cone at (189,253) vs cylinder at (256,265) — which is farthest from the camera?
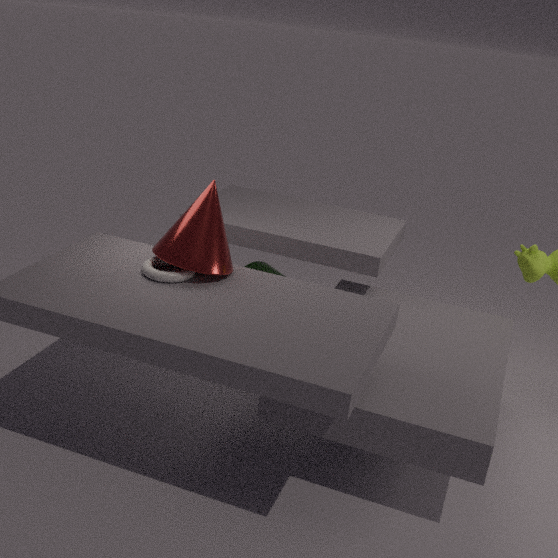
cylinder at (256,265)
